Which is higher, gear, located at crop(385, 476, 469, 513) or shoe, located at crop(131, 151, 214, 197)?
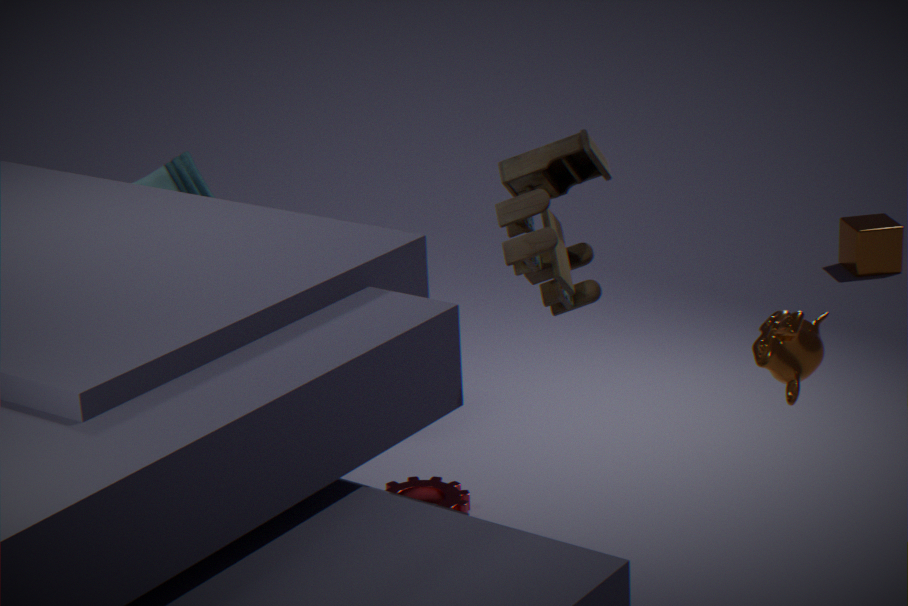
shoe, located at crop(131, 151, 214, 197)
